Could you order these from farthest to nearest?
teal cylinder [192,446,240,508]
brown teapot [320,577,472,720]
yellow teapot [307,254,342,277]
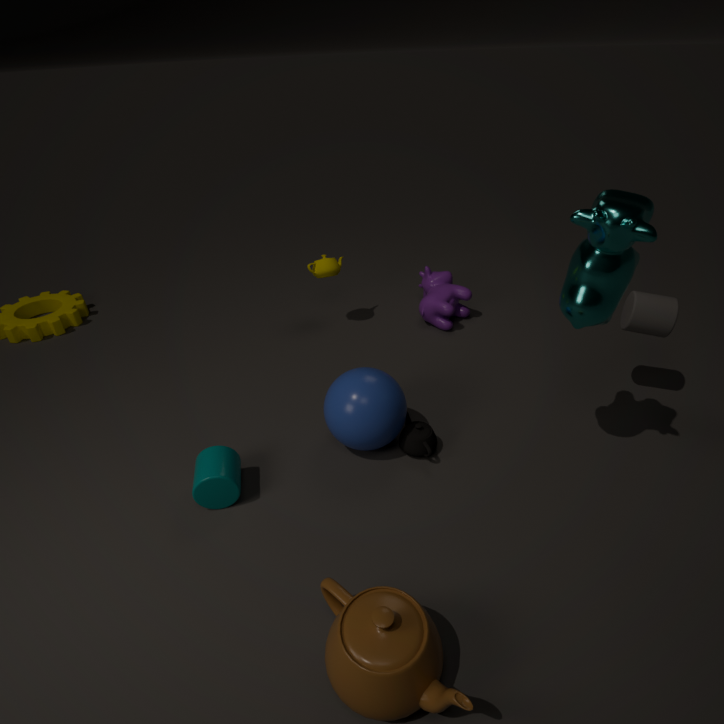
1. yellow teapot [307,254,342,277]
2. teal cylinder [192,446,240,508]
3. brown teapot [320,577,472,720]
